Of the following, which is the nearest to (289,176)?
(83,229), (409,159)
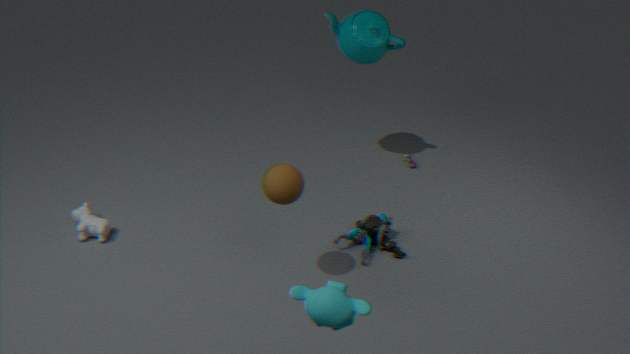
(83,229)
